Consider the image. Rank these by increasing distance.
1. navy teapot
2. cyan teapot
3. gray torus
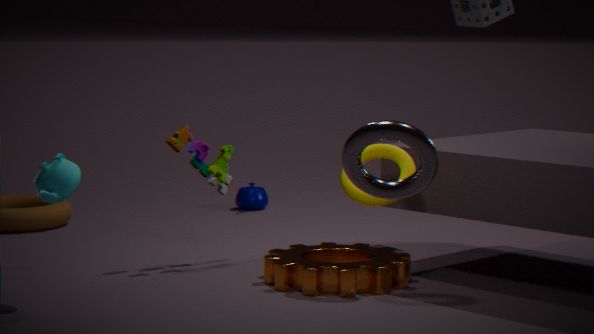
gray torus, cyan teapot, navy teapot
